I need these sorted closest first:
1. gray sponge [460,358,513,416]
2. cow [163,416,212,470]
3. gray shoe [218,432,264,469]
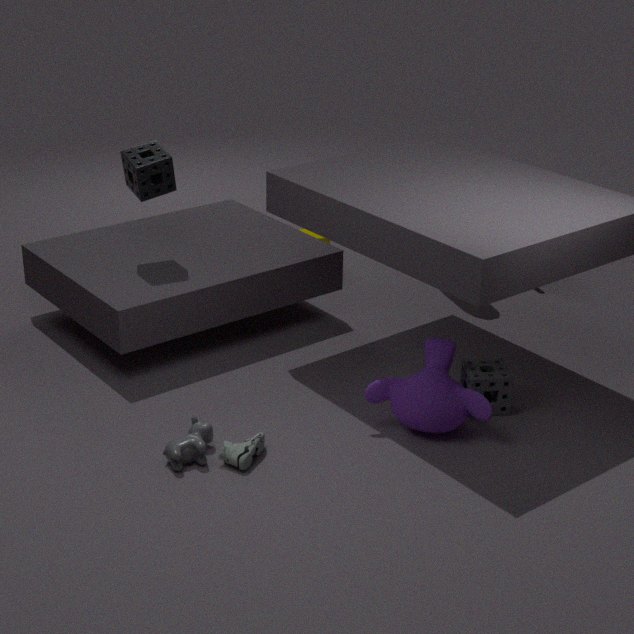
cow [163,416,212,470]
gray shoe [218,432,264,469]
gray sponge [460,358,513,416]
